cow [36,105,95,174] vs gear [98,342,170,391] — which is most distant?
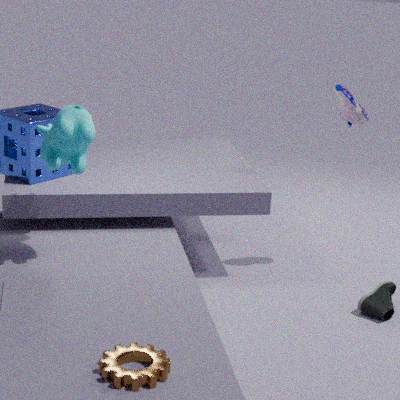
cow [36,105,95,174]
